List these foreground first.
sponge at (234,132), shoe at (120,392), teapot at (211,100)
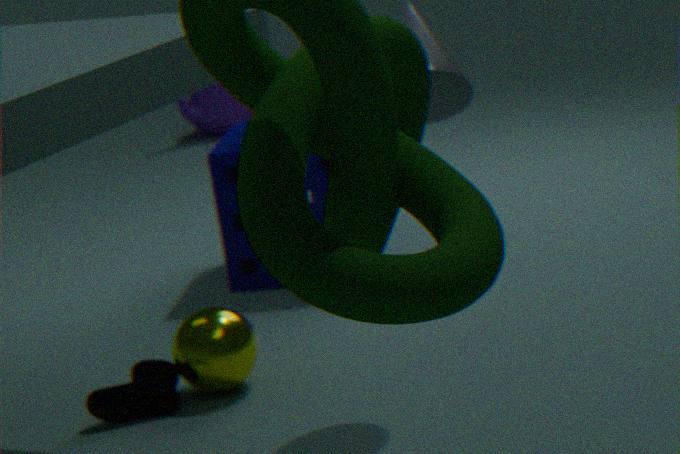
1. shoe at (120,392)
2. sponge at (234,132)
3. teapot at (211,100)
